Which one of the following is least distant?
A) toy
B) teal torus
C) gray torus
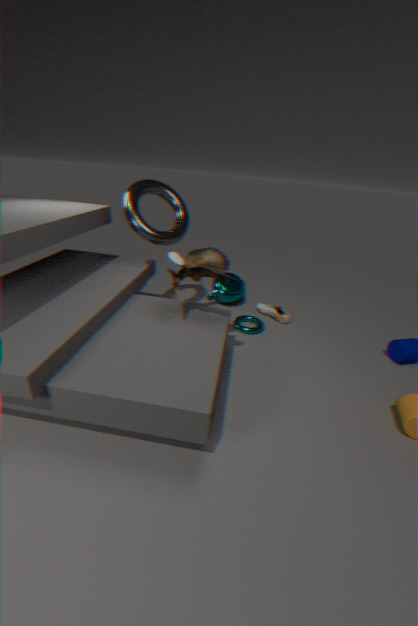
toy
